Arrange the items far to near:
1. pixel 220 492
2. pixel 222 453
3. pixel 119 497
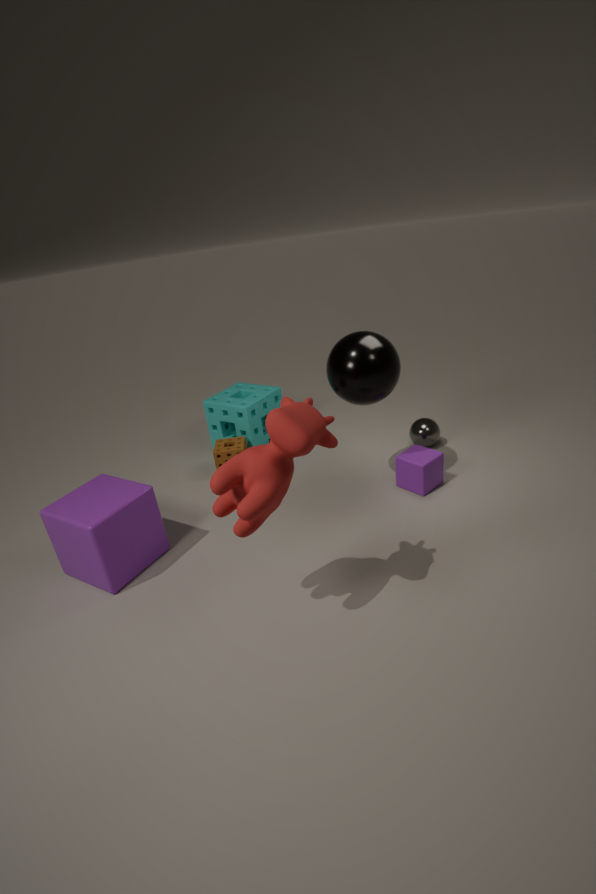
pixel 222 453
pixel 119 497
pixel 220 492
